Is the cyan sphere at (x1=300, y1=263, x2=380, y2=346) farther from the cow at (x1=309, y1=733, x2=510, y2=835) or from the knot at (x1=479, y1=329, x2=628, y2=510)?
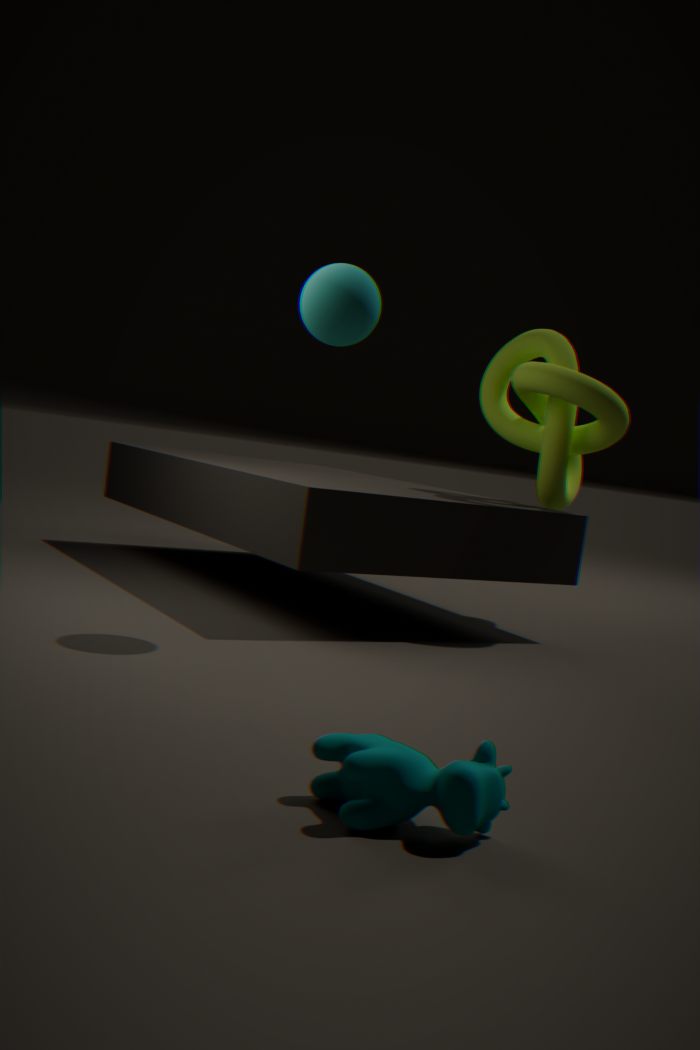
the cow at (x1=309, y1=733, x2=510, y2=835)
